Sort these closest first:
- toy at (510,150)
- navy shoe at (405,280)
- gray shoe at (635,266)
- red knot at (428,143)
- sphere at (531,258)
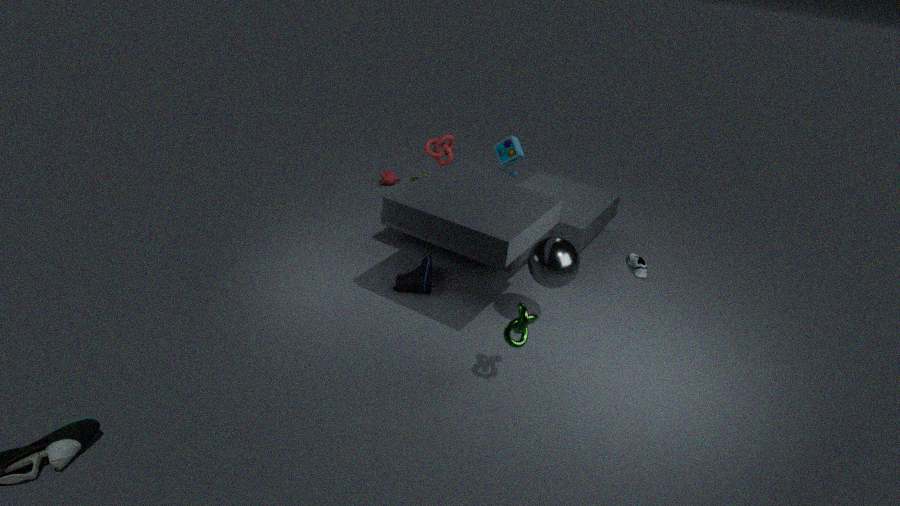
sphere at (531,258) < navy shoe at (405,280) < red knot at (428,143) < toy at (510,150) < gray shoe at (635,266)
